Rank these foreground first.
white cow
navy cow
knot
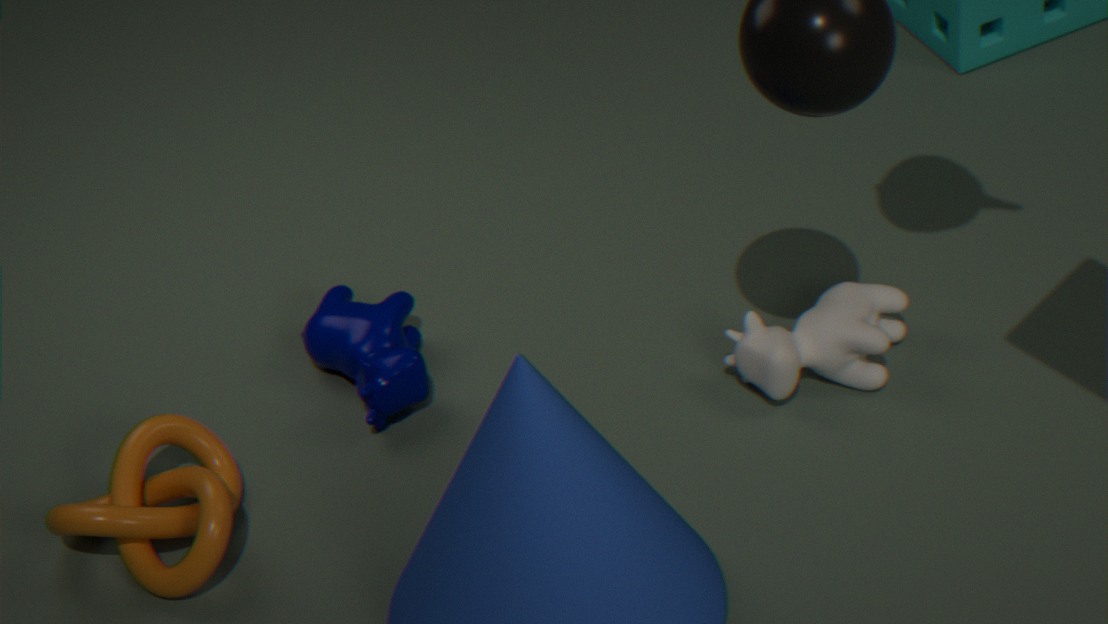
knot < white cow < navy cow
